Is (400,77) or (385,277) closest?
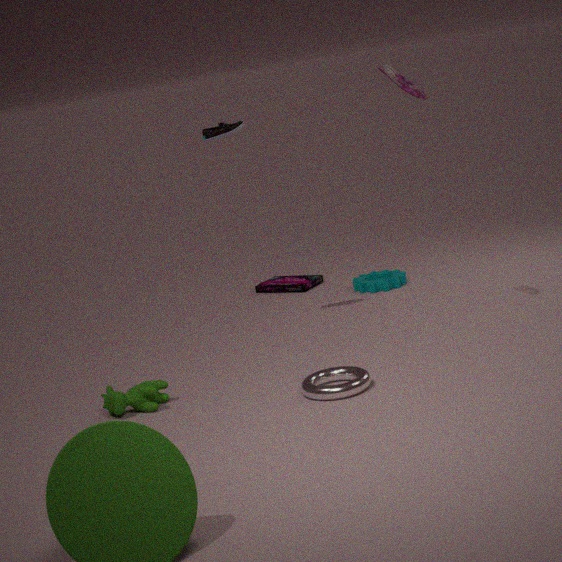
(400,77)
